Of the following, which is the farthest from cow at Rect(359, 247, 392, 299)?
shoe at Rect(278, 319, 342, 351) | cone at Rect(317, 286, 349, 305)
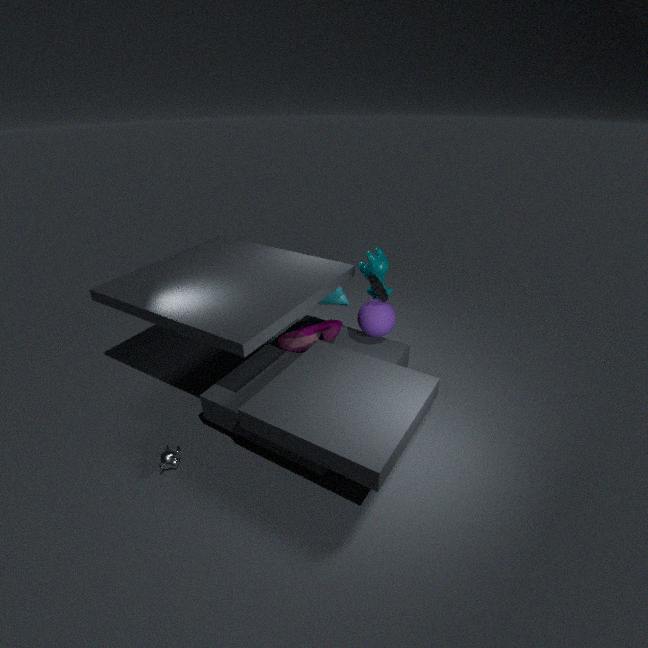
shoe at Rect(278, 319, 342, 351)
